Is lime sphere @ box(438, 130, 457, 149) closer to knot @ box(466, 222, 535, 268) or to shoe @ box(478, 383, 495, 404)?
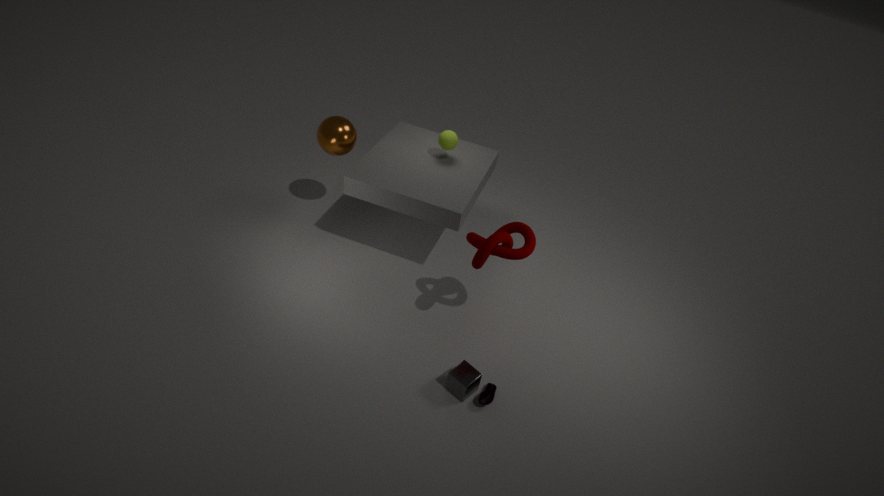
knot @ box(466, 222, 535, 268)
